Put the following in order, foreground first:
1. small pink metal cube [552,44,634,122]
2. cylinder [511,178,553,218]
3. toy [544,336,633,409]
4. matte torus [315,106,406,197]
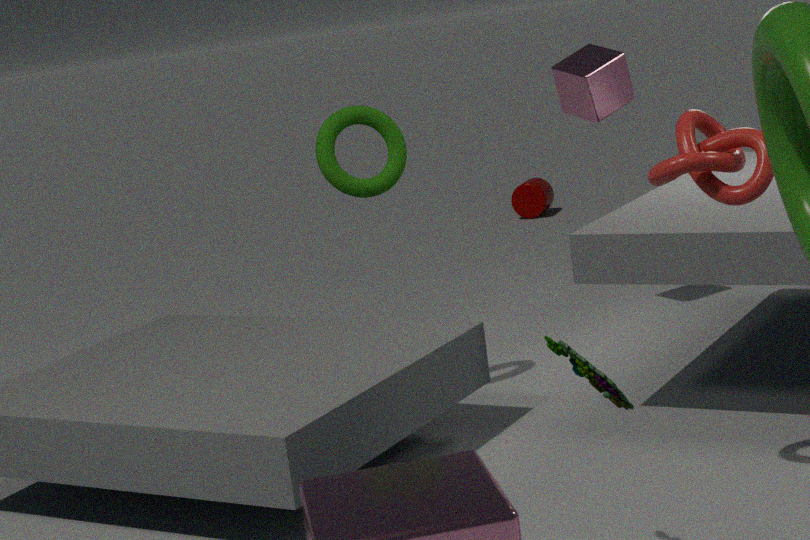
1. toy [544,336,633,409]
2. matte torus [315,106,406,197]
3. small pink metal cube [552,44,634,122]
4. cylinder [511,178,553,218]
